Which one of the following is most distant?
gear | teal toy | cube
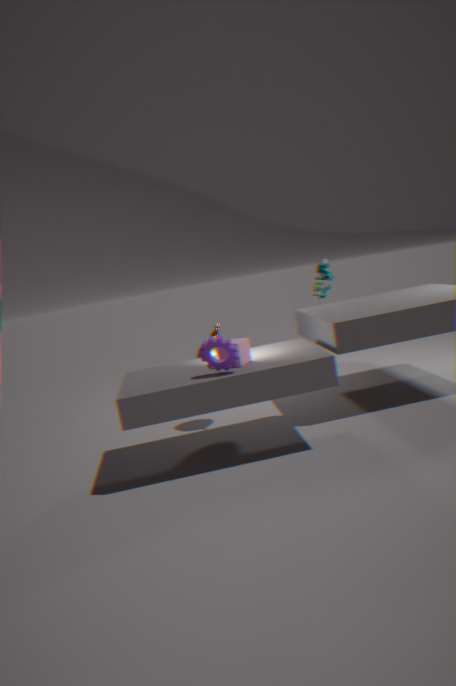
teal toy
